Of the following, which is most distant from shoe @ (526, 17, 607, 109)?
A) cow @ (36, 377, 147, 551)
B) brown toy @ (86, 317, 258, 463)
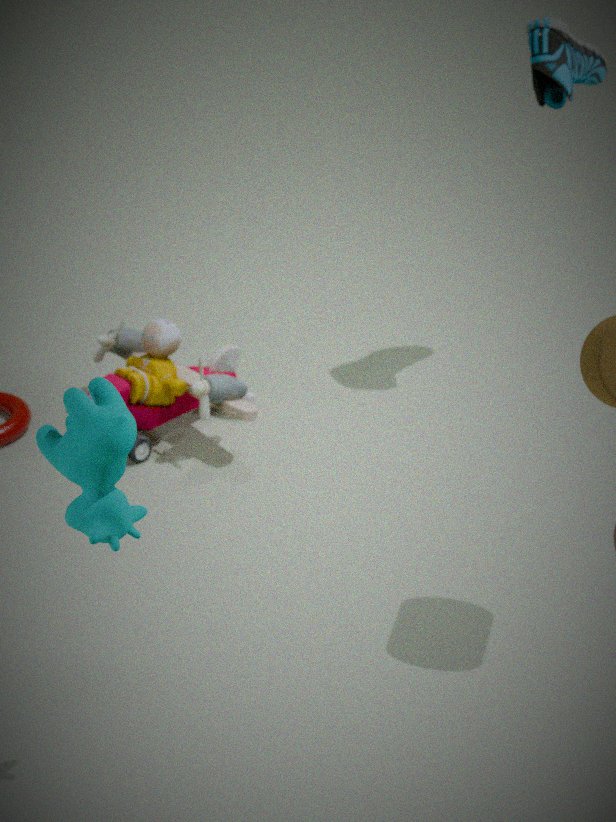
cow @ (36, 377, 147, 551)
